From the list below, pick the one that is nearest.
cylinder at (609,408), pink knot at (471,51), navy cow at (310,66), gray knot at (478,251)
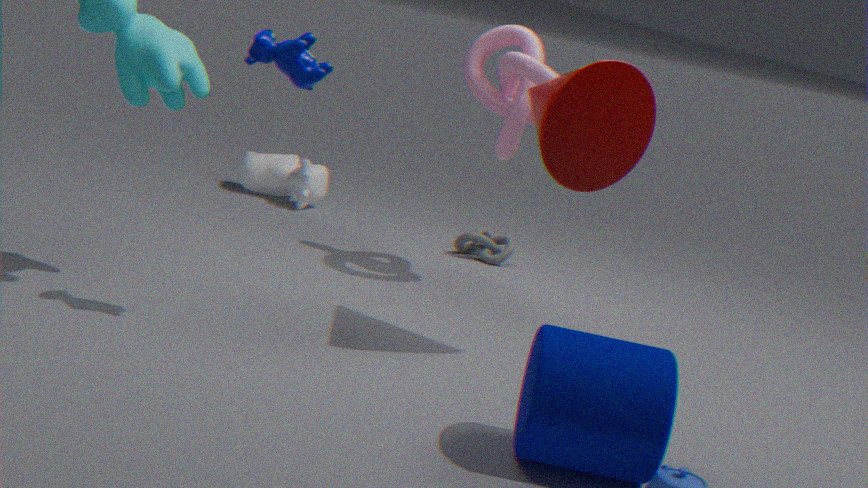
cylinder at (609,408)
